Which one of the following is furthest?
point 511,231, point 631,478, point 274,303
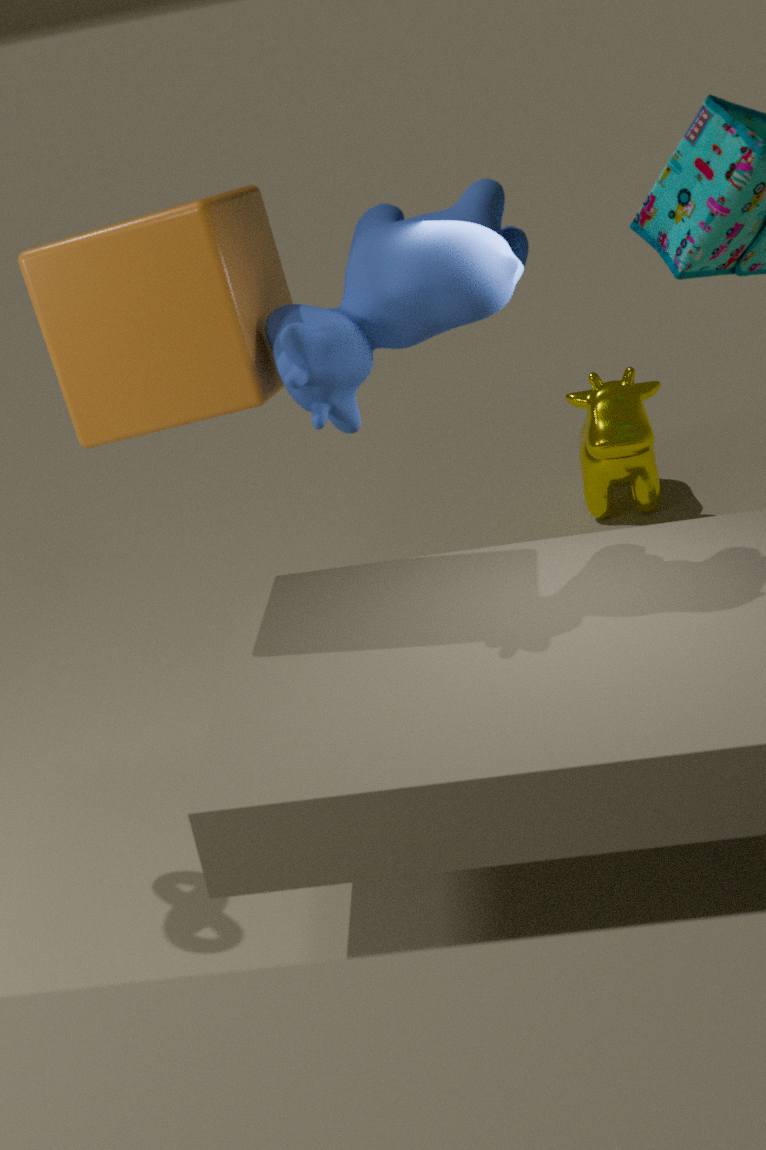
point 631,478
